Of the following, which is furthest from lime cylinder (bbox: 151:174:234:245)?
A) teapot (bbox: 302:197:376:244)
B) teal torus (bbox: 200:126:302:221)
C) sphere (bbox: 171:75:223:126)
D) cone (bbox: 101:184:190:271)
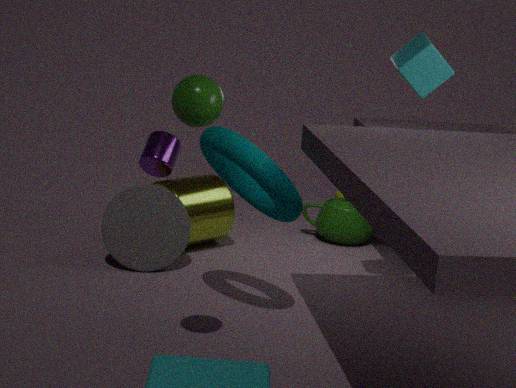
sphere (bbox: 171:75:223:126)
